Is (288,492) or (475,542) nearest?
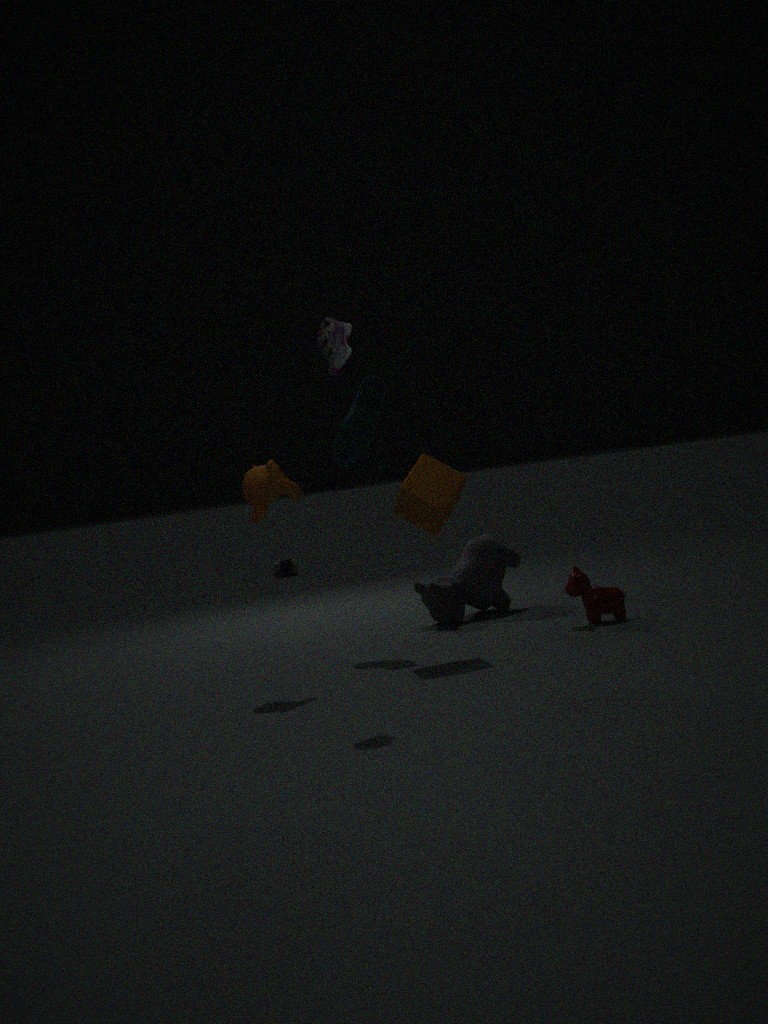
(288,492)
